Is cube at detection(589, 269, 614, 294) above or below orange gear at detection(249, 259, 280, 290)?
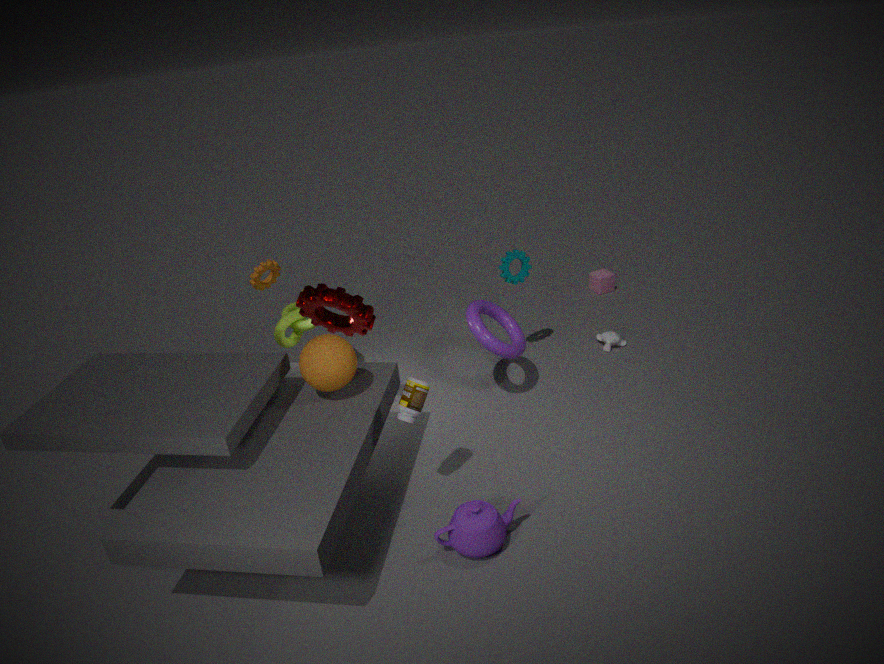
below
